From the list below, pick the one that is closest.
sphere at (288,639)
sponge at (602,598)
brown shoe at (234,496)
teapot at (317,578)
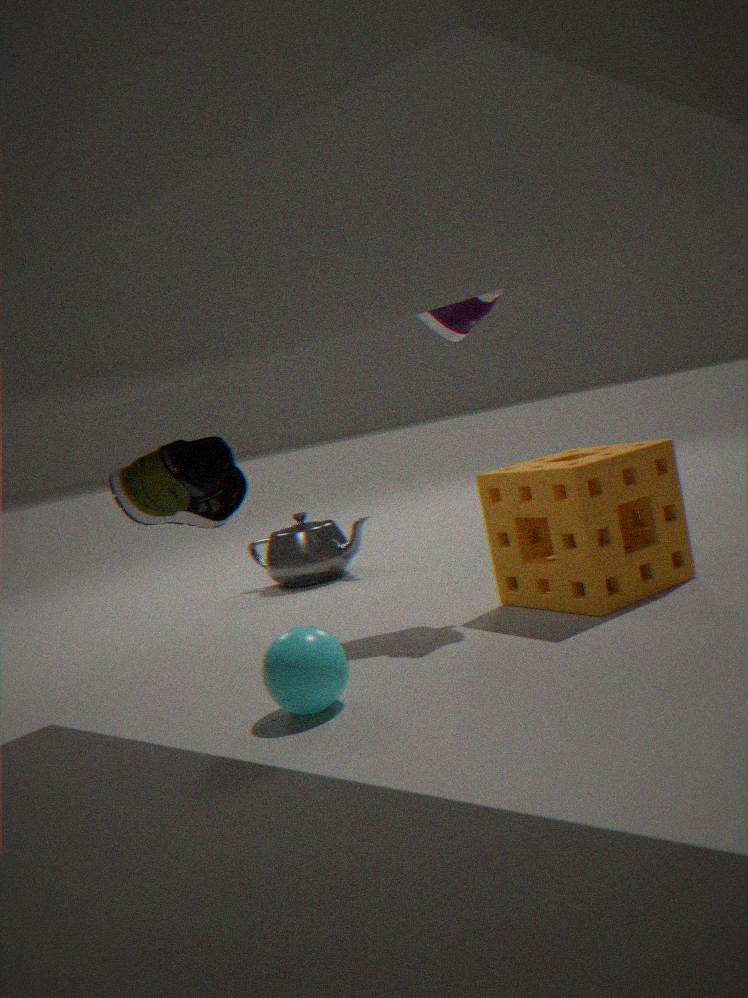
brown shoe at (234,496)
